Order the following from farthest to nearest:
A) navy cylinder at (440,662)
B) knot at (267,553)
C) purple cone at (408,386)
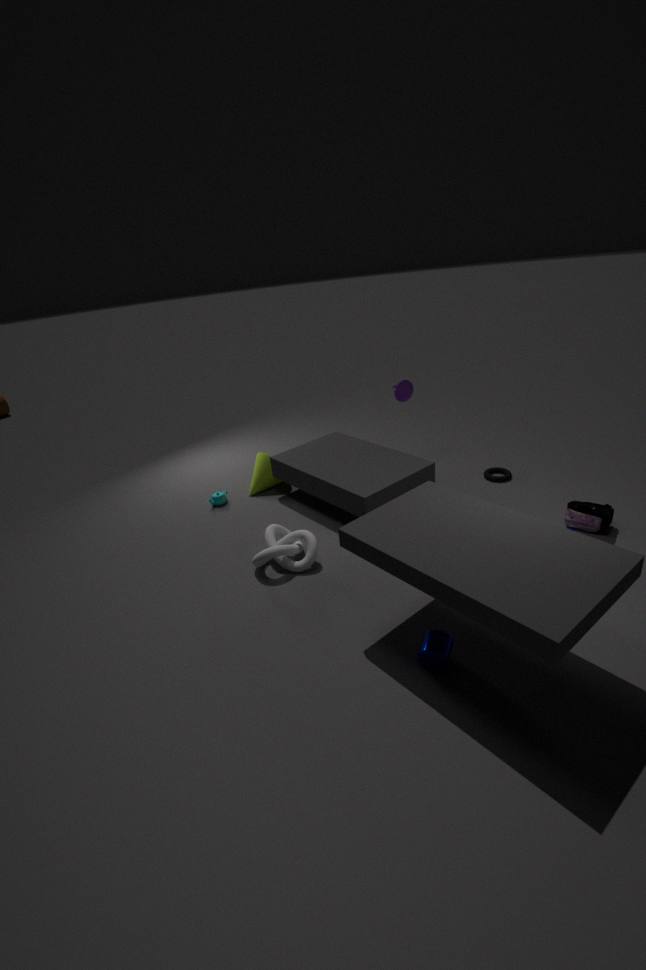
1. purple cone at (408,386)
2. knot at (267,553)
3. navy cylinder at (440,662)
